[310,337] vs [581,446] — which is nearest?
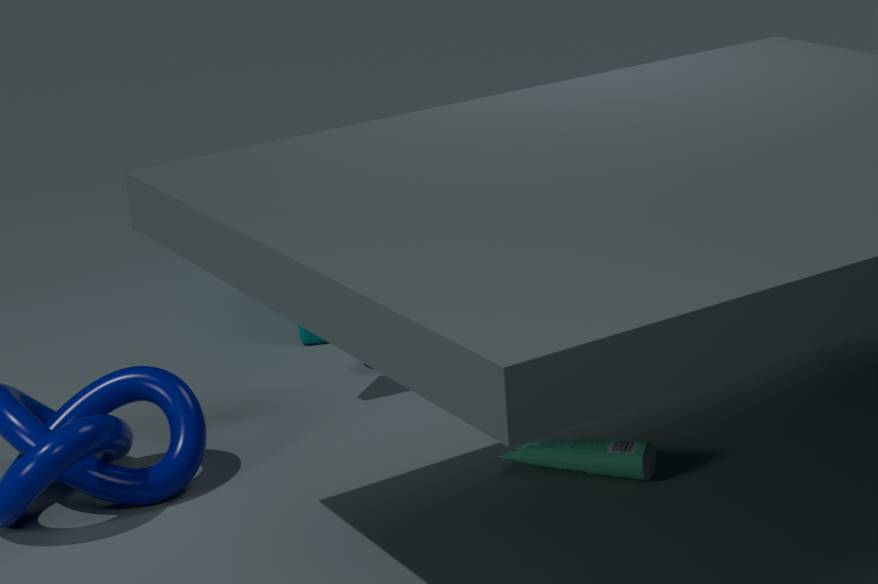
[581,446]
